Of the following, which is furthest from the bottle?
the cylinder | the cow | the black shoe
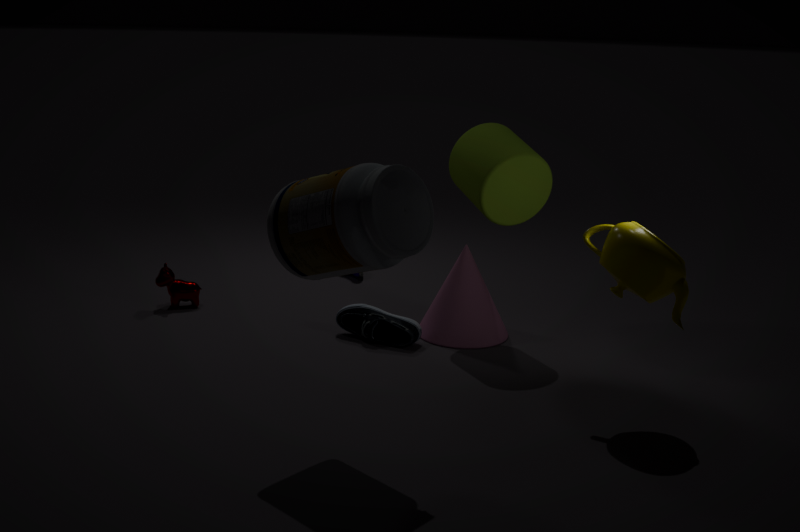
the cow
